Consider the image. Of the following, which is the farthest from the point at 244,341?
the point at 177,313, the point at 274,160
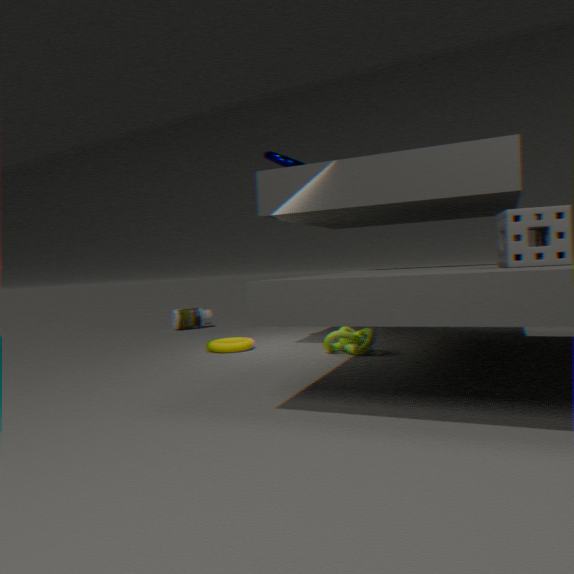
the point at 177,313
